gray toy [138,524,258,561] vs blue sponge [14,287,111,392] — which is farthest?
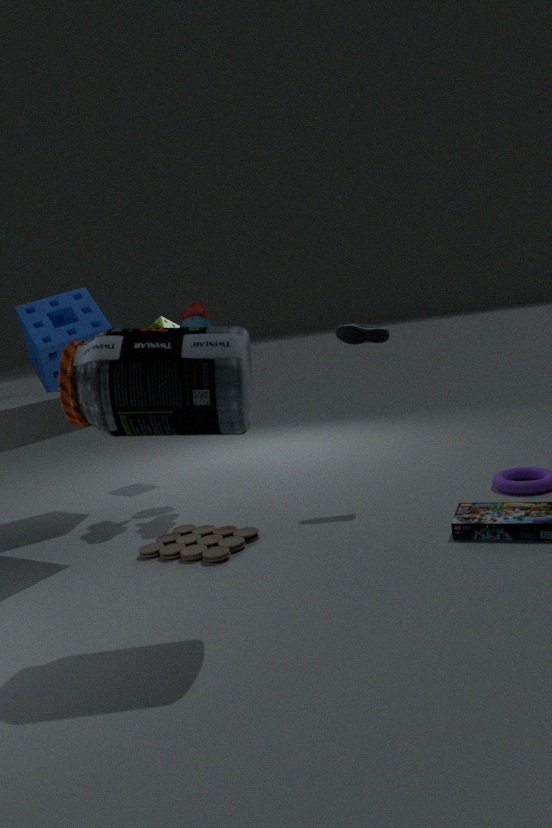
blue sponge [14,287,111,392]
